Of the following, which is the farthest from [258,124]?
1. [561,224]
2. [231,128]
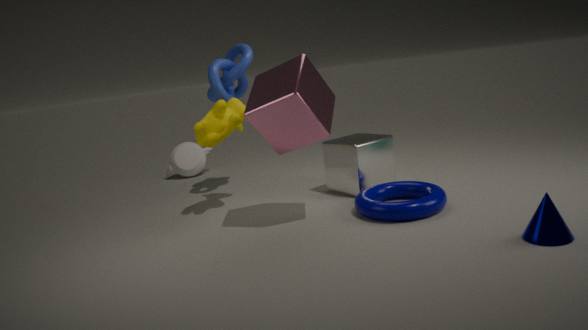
[561,224]
